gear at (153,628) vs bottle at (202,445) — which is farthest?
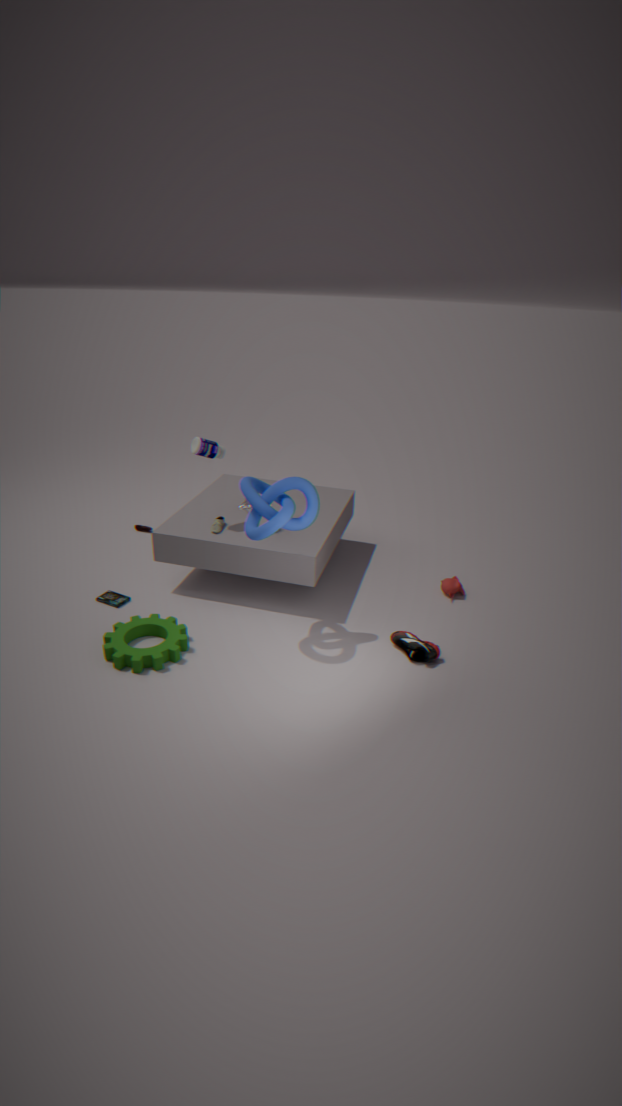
bottle at (202,445)
